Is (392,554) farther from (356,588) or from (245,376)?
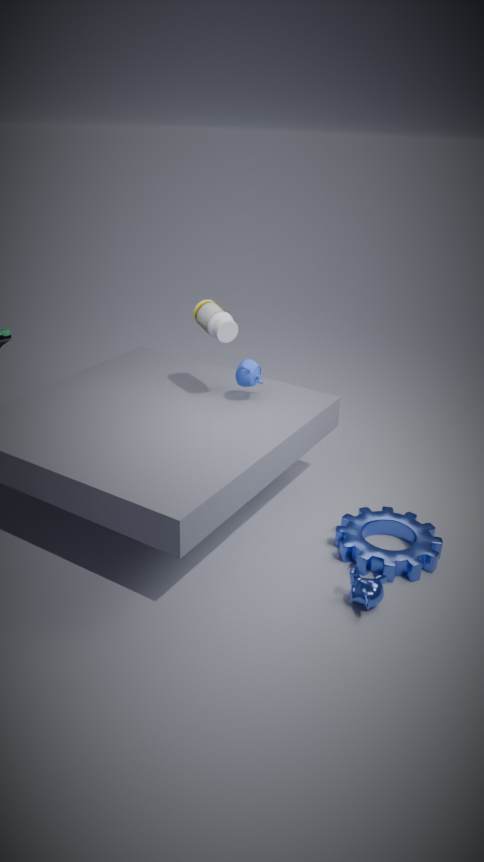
(245,376)
